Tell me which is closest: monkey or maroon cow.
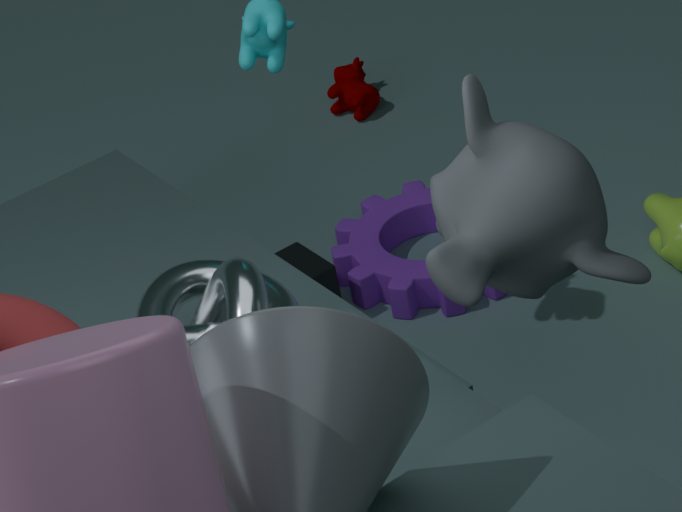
monkey
